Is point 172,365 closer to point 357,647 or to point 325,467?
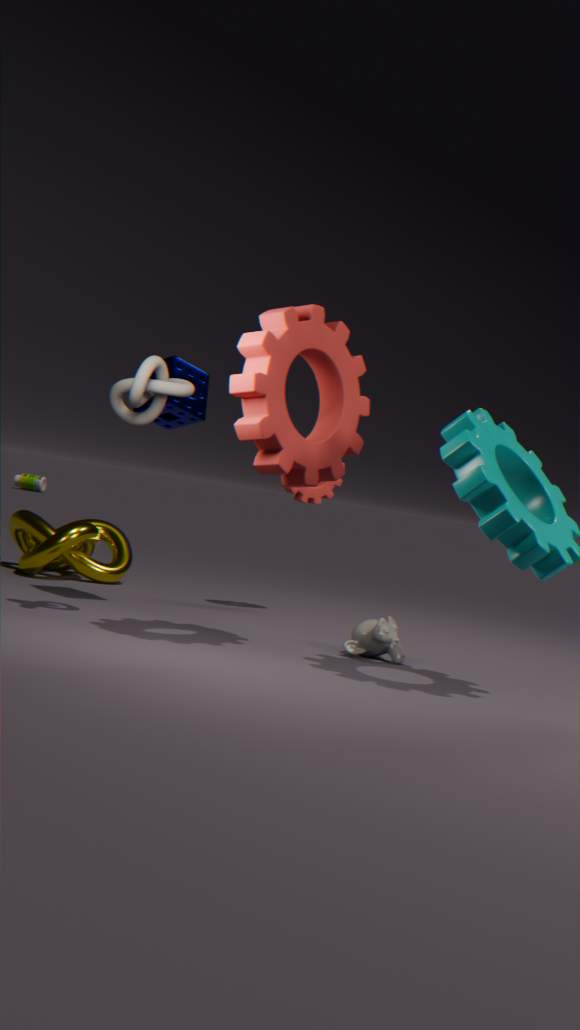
point 325,467
